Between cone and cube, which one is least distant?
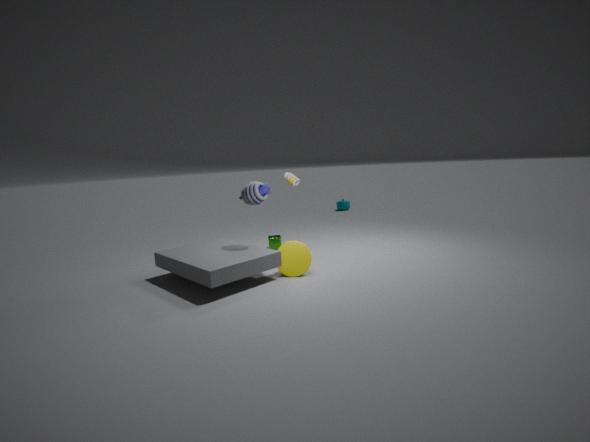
cone
